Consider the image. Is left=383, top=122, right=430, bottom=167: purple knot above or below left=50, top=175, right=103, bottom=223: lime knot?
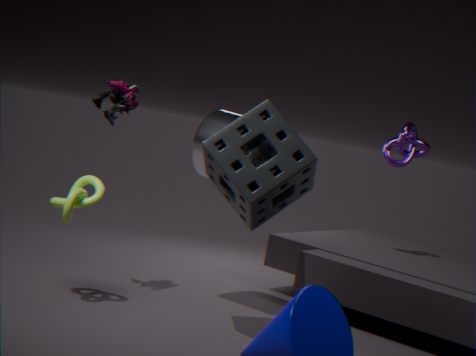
above
